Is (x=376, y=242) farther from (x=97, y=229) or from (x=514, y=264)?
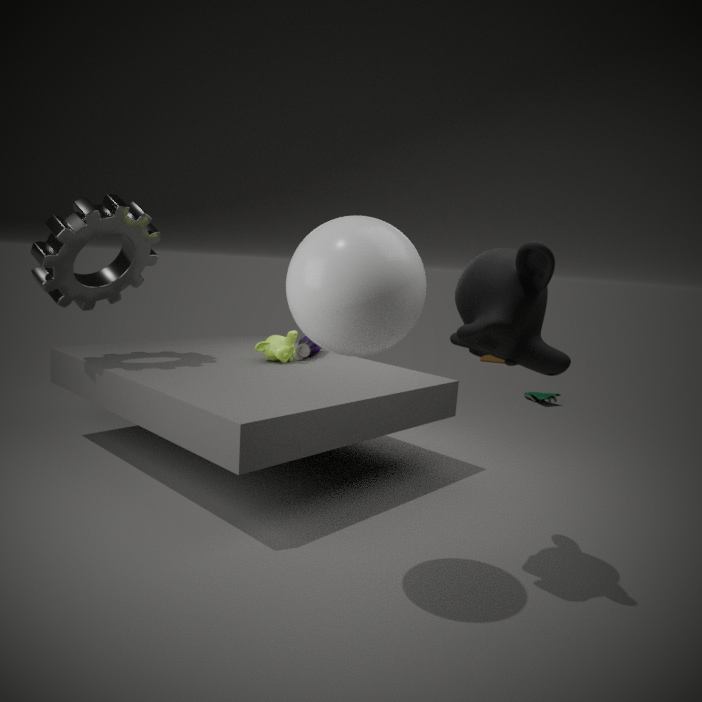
(x=97, y=229)
